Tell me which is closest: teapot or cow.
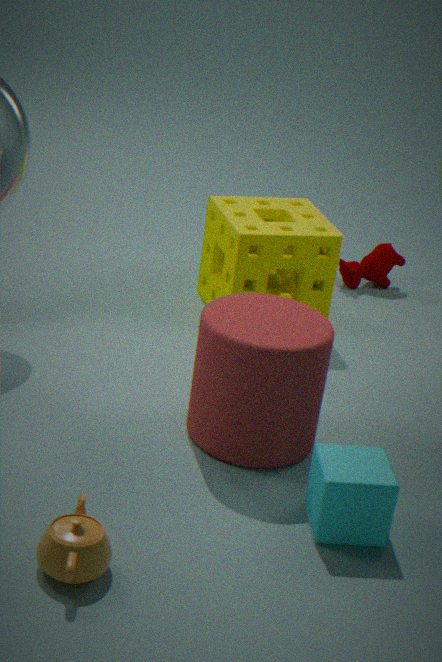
teapot
